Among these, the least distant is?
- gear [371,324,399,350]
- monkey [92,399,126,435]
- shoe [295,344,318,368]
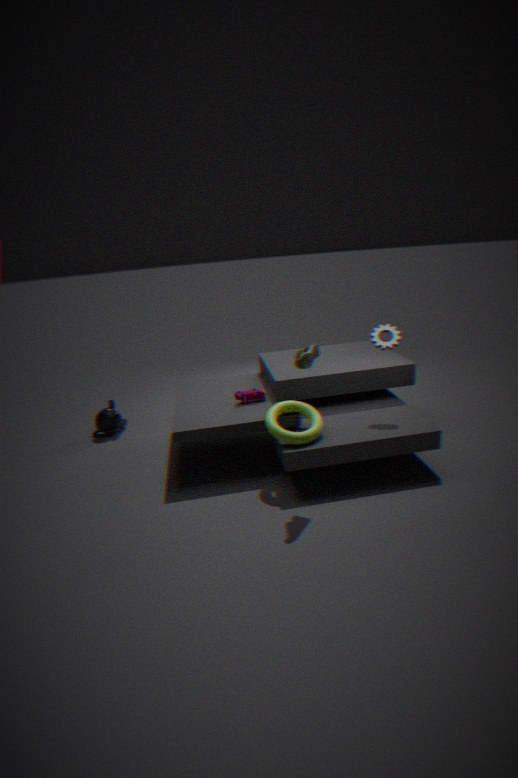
shoe [295,344,318,368]
